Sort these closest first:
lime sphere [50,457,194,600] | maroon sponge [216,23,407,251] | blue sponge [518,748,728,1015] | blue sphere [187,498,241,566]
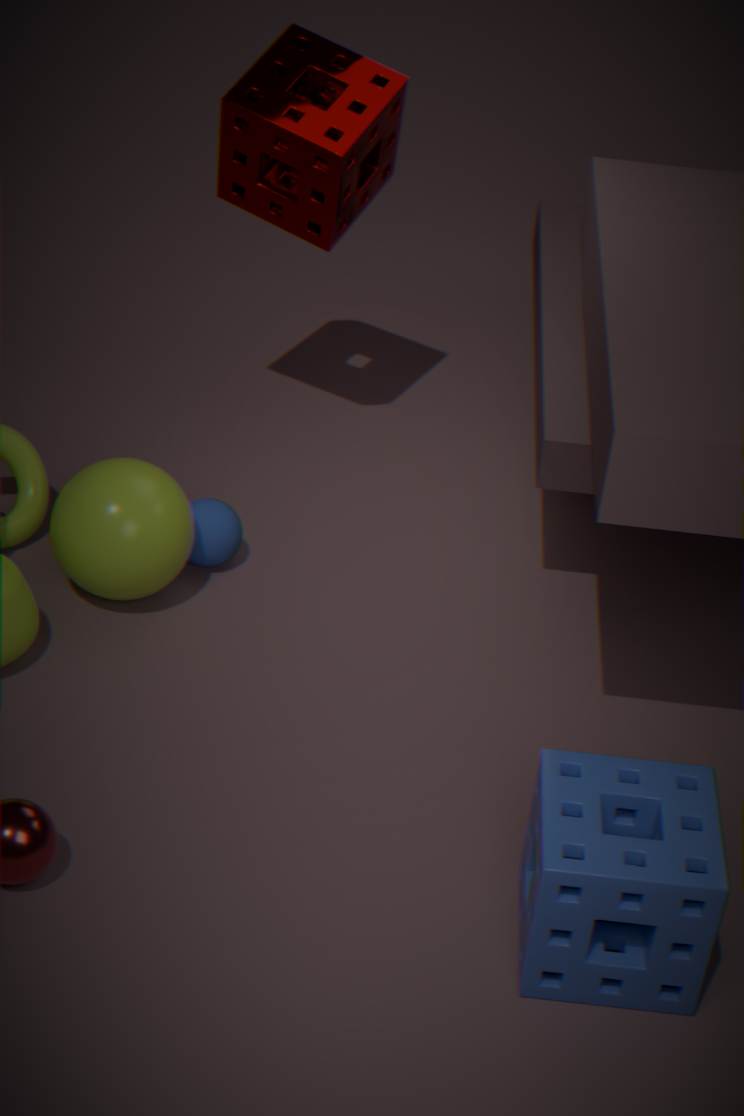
blue sponge [518,748,728,1015] → lime sphere [50,457,194,600] → blue sphere [187,498,241,566] → maroon sponge [216,23,407,251]
